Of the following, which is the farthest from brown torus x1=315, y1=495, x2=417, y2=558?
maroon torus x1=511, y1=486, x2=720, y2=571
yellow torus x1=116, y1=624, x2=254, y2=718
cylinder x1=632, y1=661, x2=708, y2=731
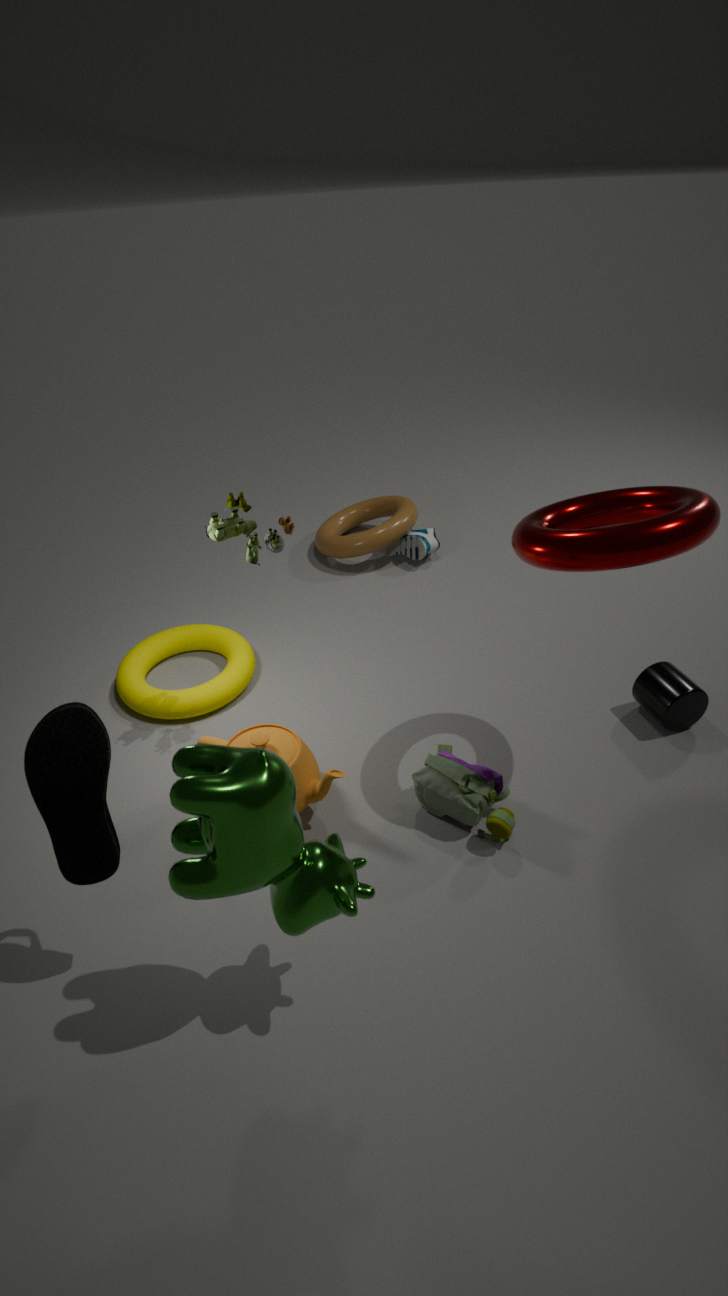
cylinder x1=632, y1=661, x2=708, y2=731
